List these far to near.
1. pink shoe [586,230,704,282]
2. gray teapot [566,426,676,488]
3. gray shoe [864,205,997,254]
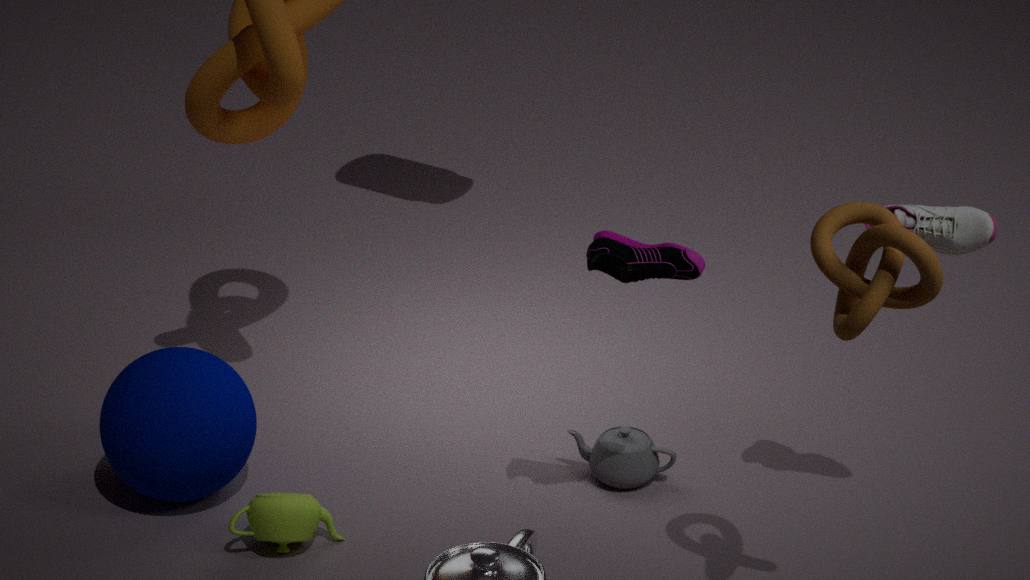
→ gray teapot [566,426,676,488] → pink shoe [586,230,704,282] → gray shoe [864,205,997,254]
